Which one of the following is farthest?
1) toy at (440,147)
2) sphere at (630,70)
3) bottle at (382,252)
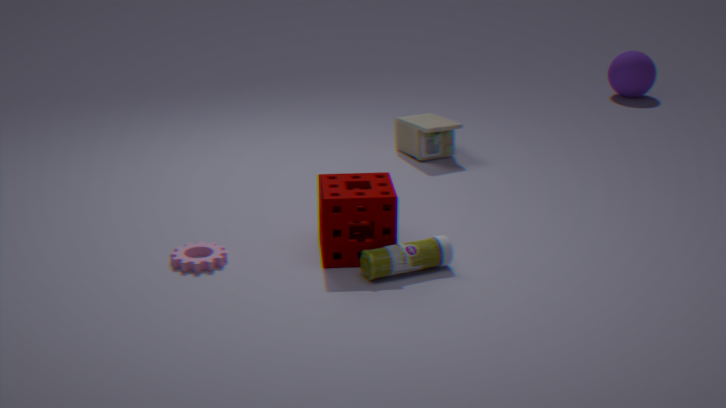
2. sphere at (630,70)
